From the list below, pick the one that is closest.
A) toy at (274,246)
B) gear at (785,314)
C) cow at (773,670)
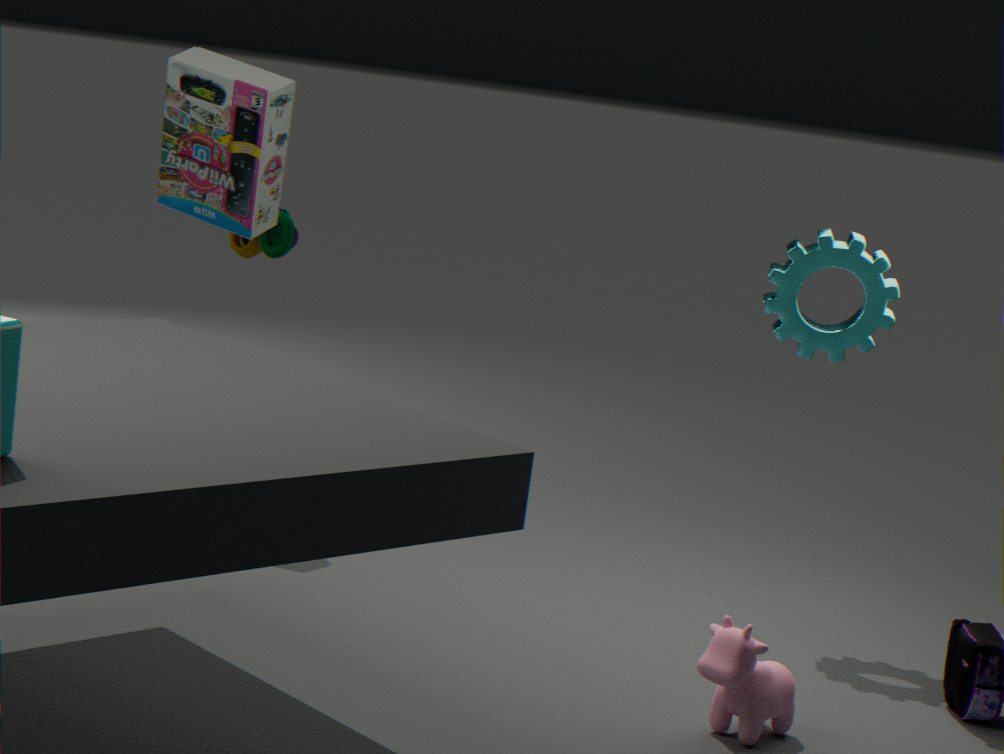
cow at (773,670)
